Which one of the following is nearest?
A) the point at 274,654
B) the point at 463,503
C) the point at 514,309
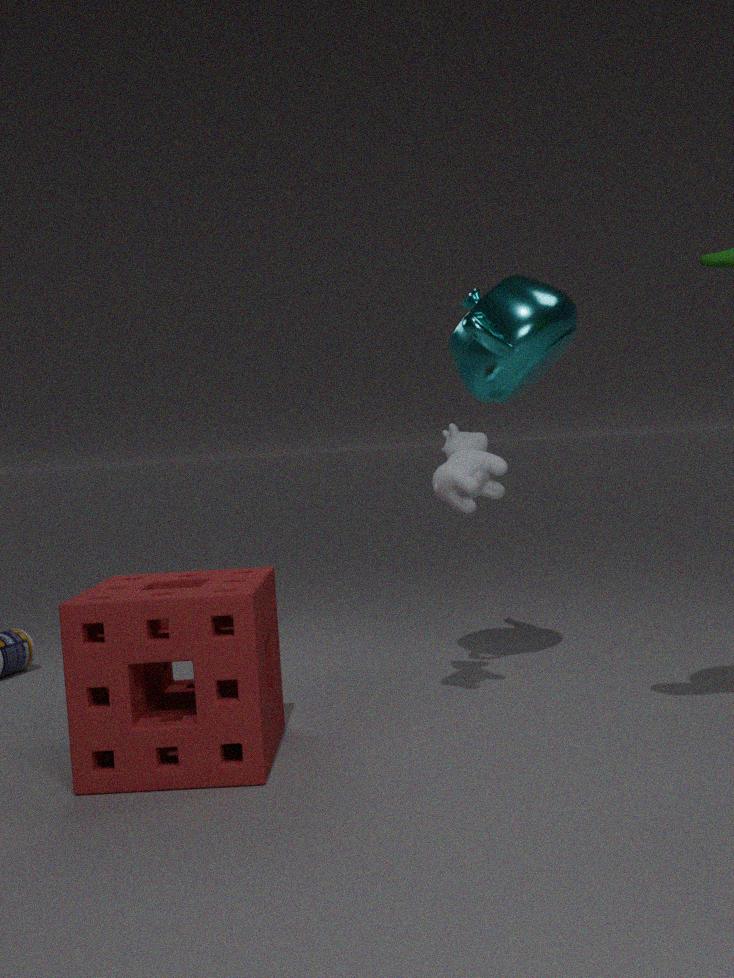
the point at 274,654
